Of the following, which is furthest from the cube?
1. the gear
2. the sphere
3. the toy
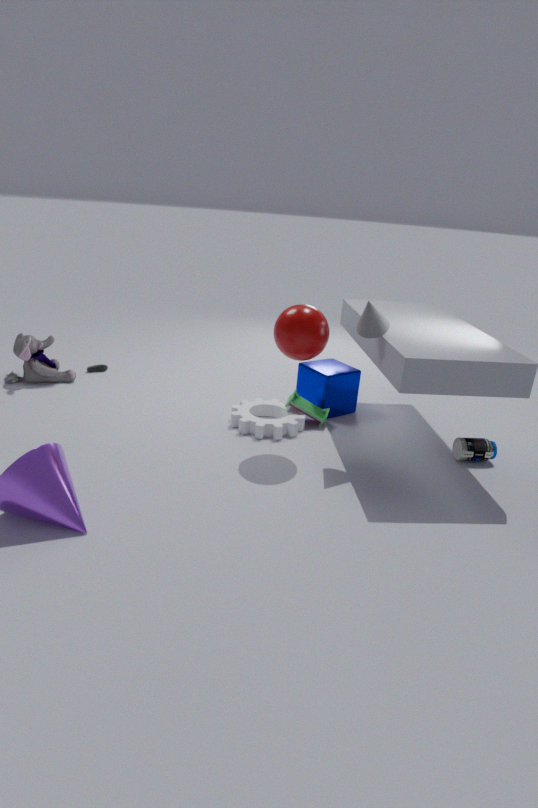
the sphere
